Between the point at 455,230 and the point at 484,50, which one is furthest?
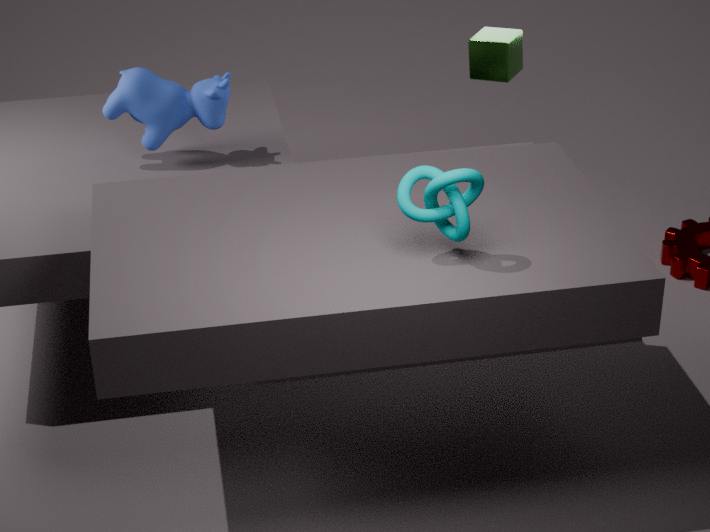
the point at 484,50
